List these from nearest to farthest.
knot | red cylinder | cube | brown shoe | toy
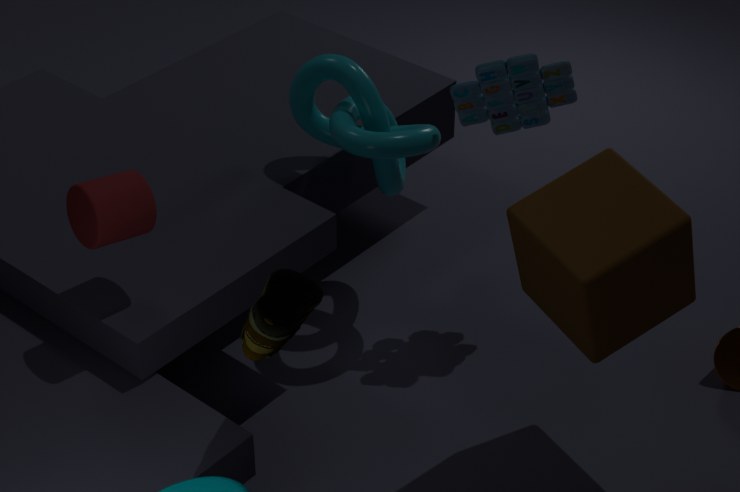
brown shoe
cube
red cylinder
toy
knot
